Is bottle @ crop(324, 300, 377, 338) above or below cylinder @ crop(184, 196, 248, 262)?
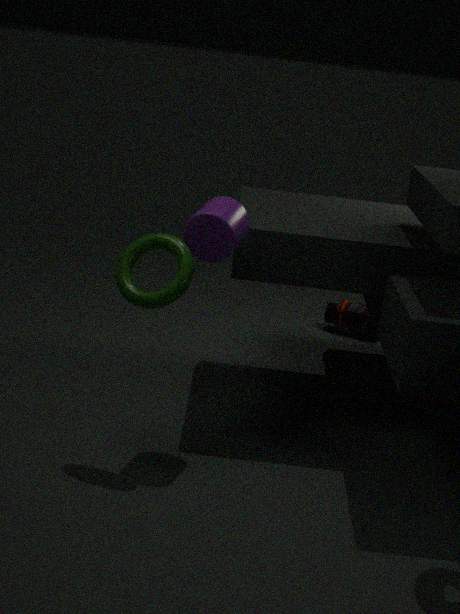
below
